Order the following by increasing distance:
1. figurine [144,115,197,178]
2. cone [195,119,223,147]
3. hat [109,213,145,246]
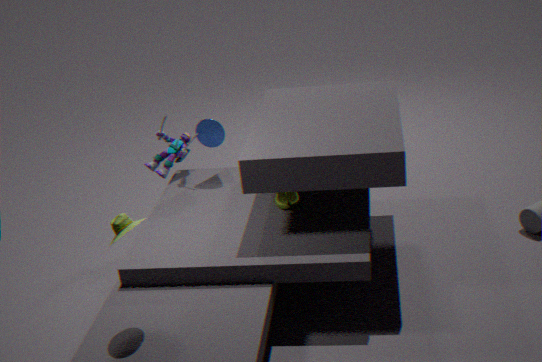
hat [109,213,145,246]
cone [195,119,223,147]
figurine [144,115,197,178]
